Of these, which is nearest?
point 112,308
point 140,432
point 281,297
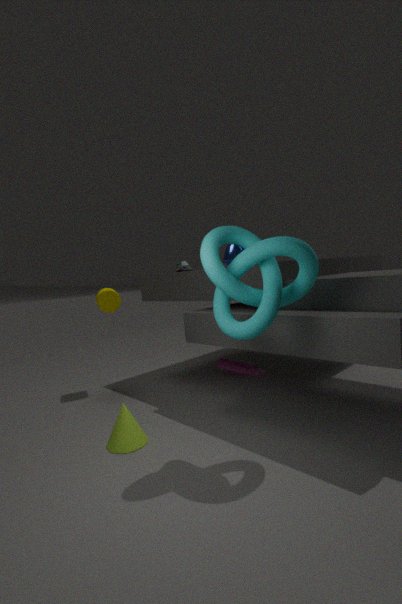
point 281,297
